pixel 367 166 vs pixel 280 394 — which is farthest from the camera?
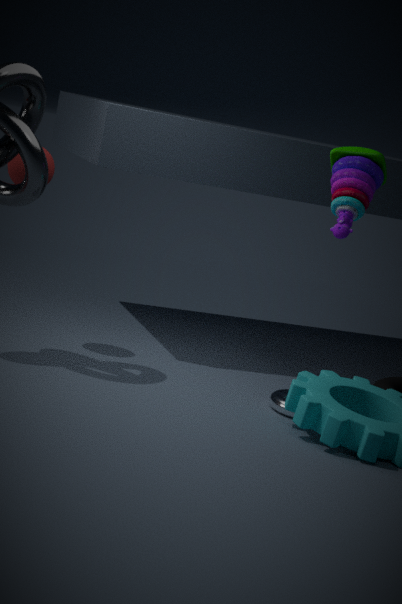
pixel 280 394
